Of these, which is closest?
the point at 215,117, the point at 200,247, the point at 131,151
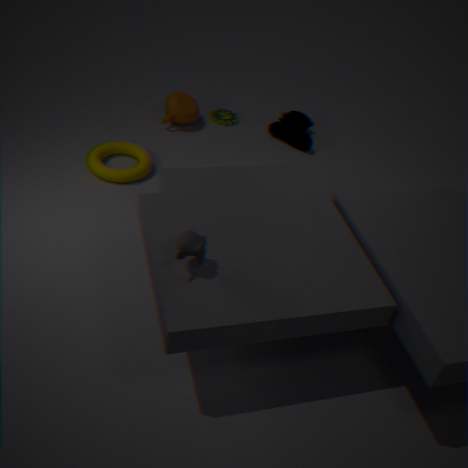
the point at 200,247
